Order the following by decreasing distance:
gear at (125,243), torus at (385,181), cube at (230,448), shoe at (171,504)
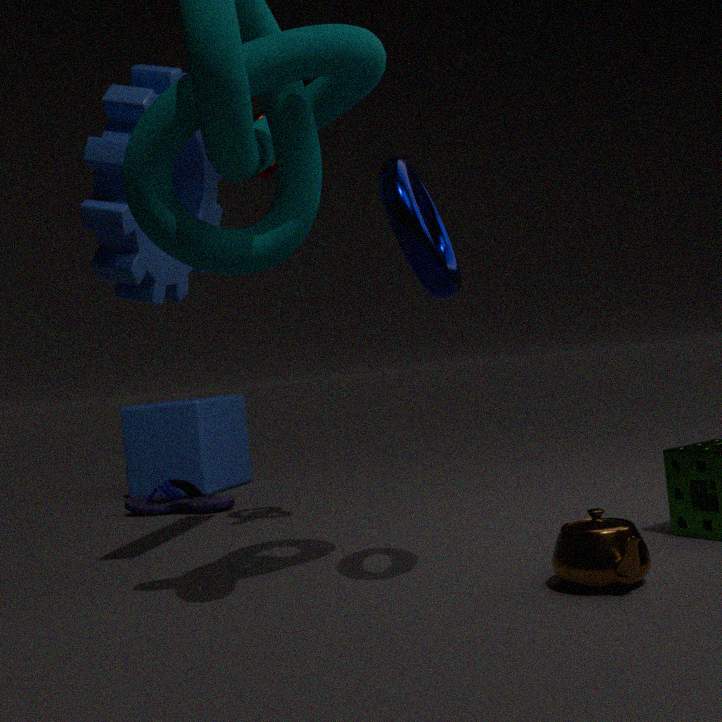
cube at (230,448)
shoe at (171,504)
gear at (125,243)
torus at (385,181)
